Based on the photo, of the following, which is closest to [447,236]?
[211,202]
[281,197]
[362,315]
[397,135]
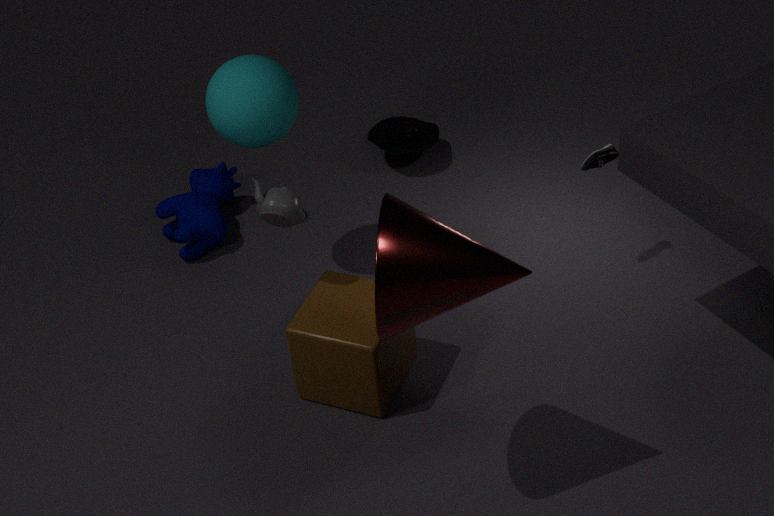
[281,197]
